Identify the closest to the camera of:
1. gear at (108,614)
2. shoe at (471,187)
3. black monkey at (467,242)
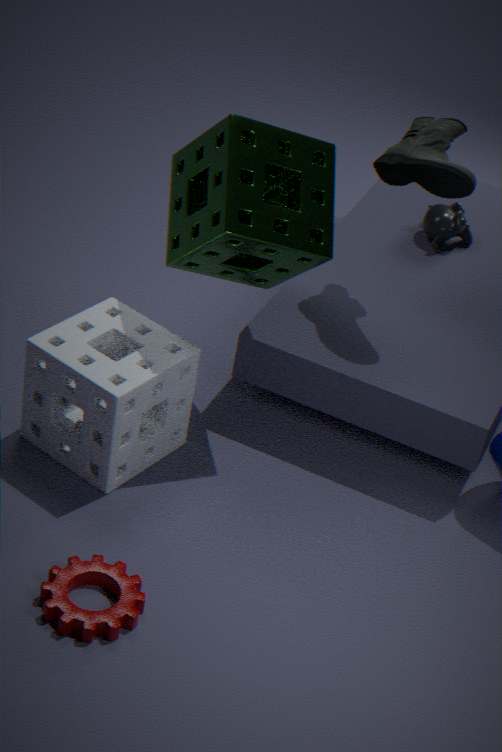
gear at (108,614)
